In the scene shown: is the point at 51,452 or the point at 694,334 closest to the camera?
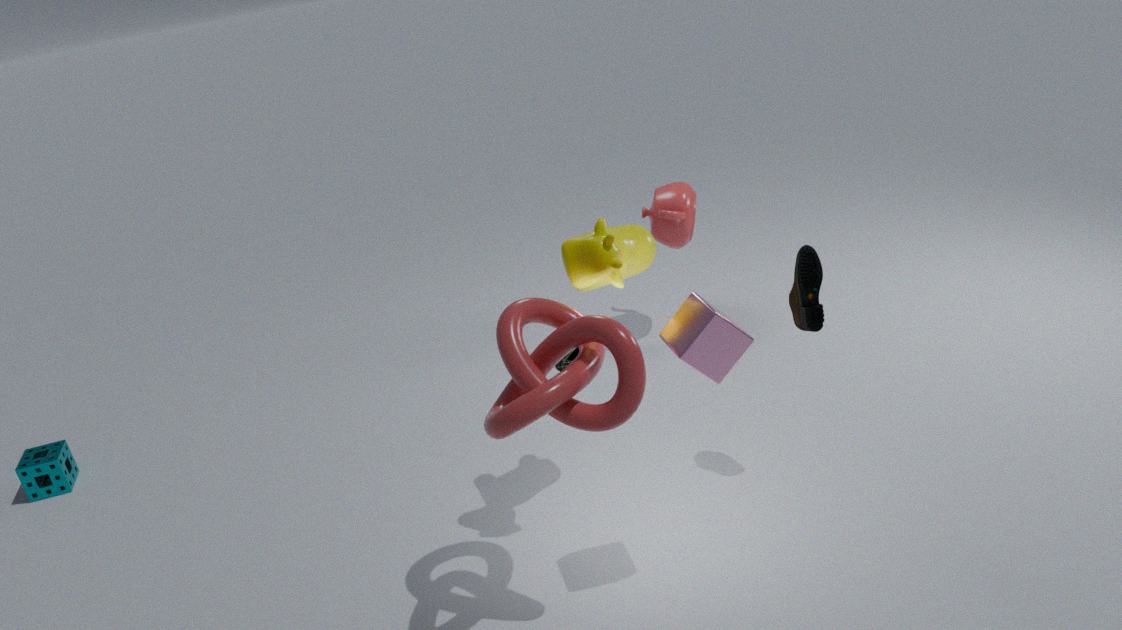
the point at 694,334
